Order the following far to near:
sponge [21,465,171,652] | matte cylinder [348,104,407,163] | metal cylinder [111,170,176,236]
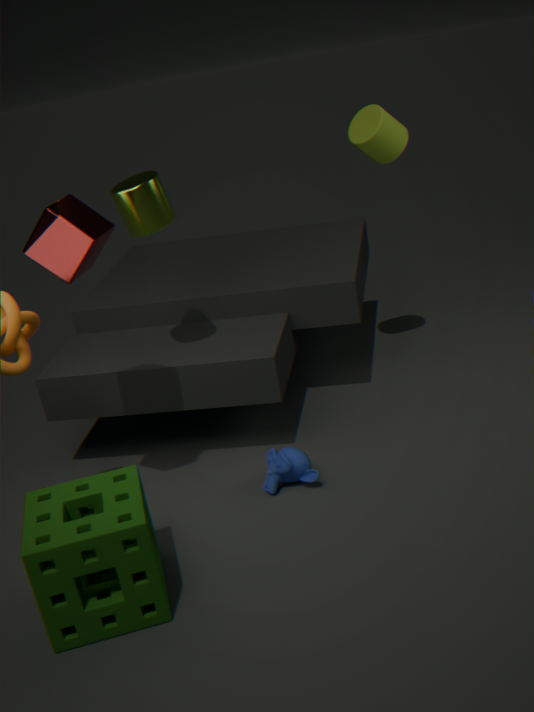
matte cylinder [348,104,407,163]
metal cylinder [111,170,176,236]
sponge [21,465,171,652]
